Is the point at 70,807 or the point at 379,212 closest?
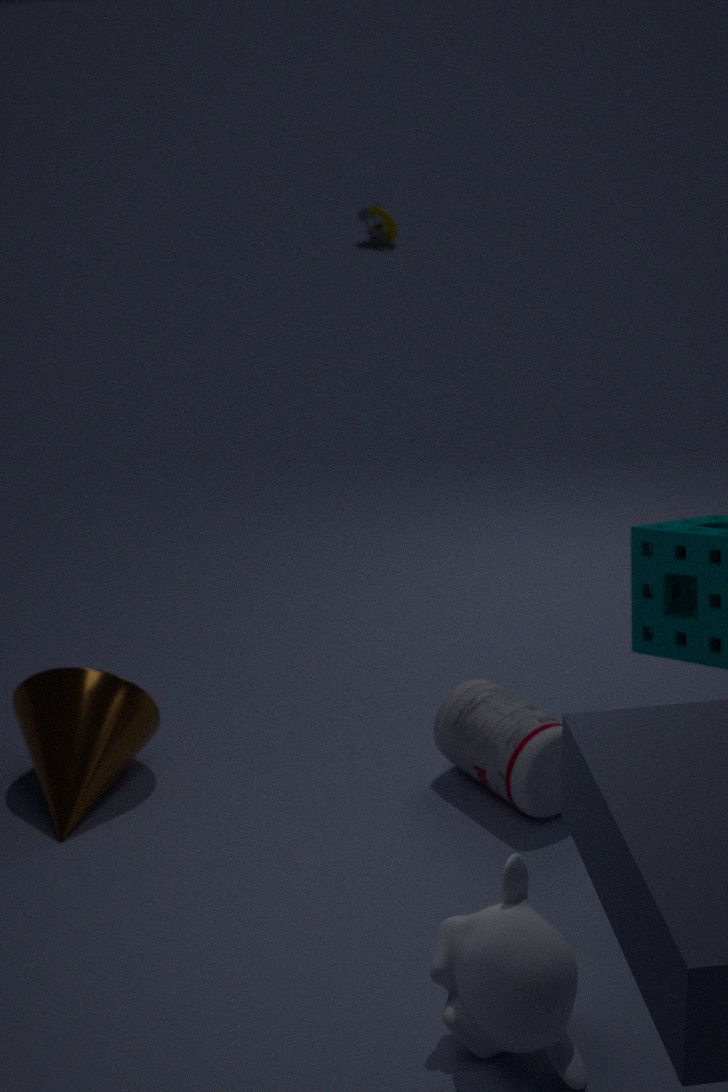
the point at 70,807
